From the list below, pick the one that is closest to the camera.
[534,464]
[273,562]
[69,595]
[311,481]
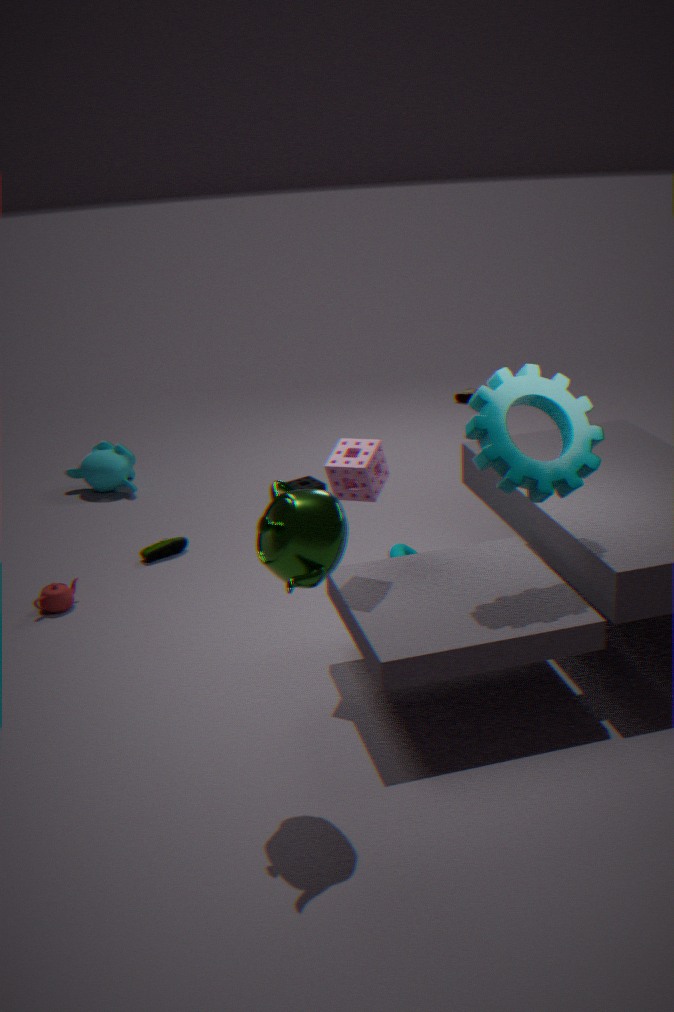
[273,562]
